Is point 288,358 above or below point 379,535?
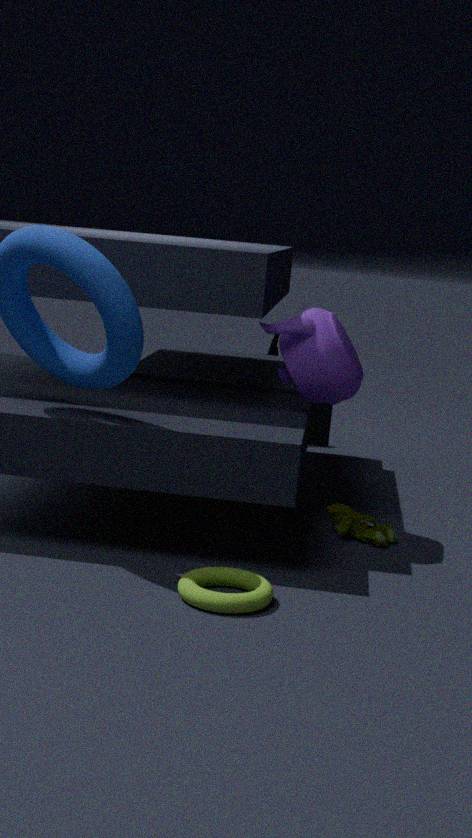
above
